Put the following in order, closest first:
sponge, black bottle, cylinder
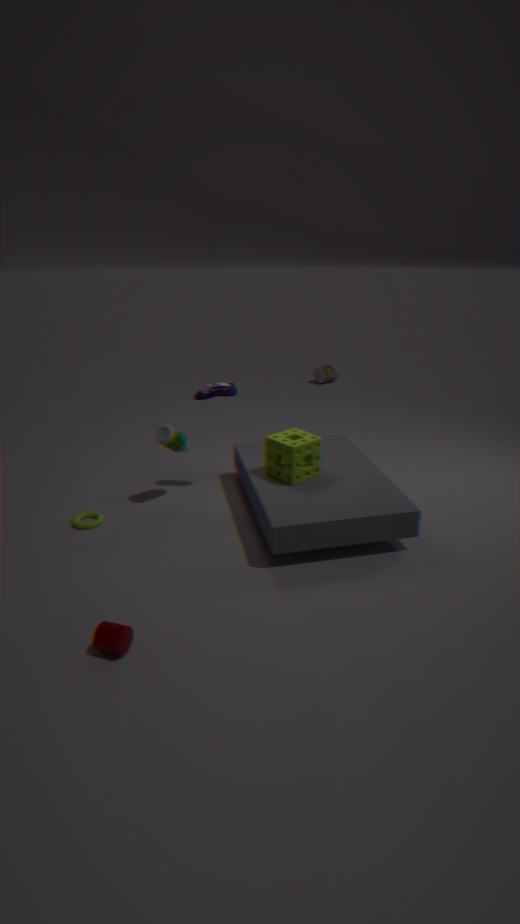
1. cylinder
2. sponge
3. black bottle
